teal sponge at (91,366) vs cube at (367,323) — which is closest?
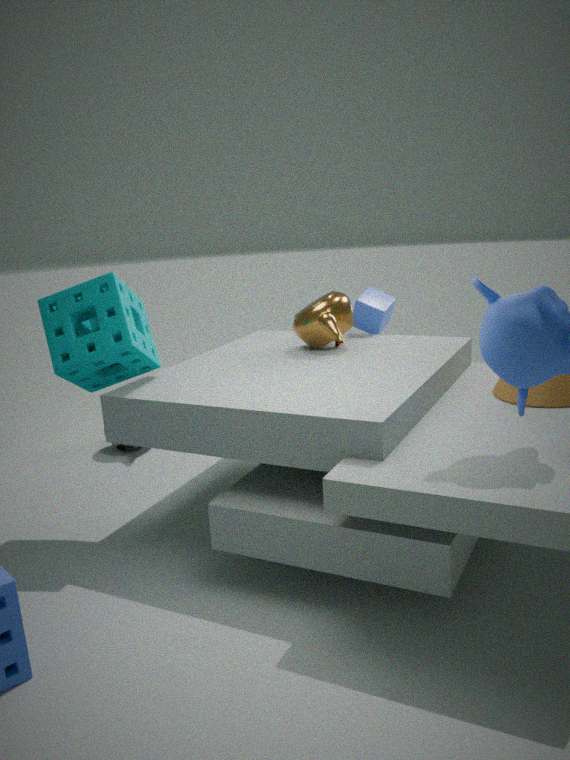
teal sponge at (91,366)
